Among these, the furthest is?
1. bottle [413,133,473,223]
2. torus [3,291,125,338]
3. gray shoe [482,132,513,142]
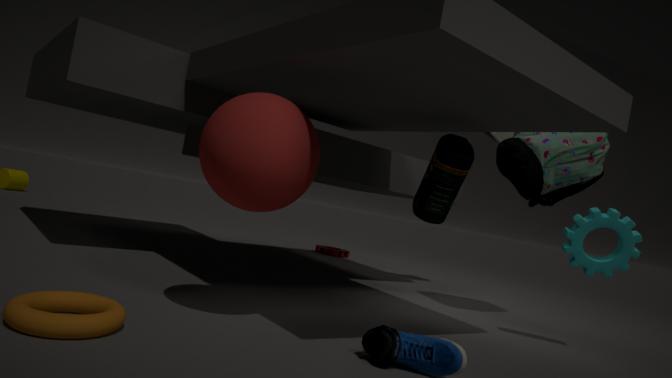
gray shoe [482,132,513,142]
